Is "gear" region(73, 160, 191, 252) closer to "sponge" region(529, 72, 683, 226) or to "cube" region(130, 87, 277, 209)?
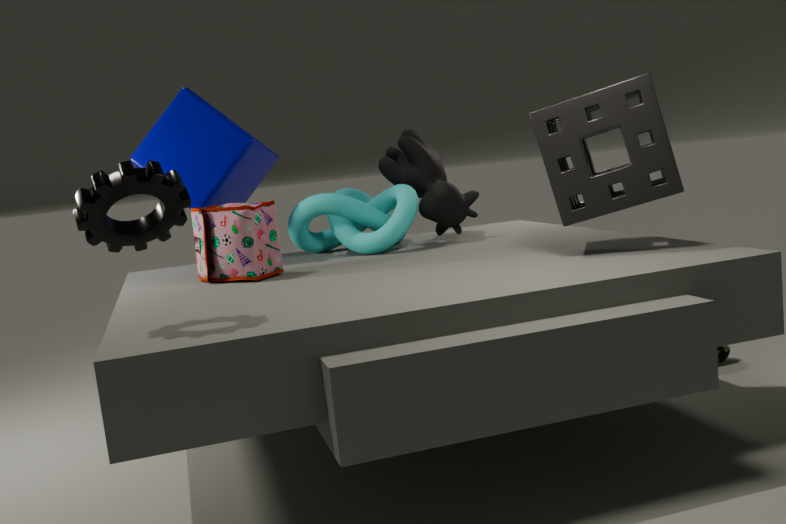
"cube" region(130, 87, 277, 209)
